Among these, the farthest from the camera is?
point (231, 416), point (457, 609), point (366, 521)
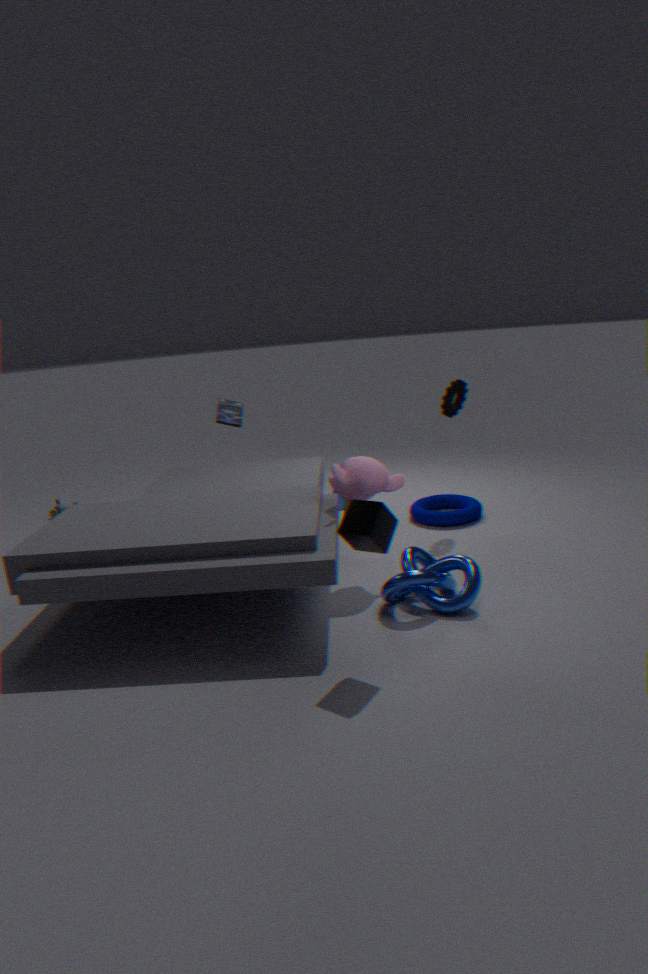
point (231, 416)
